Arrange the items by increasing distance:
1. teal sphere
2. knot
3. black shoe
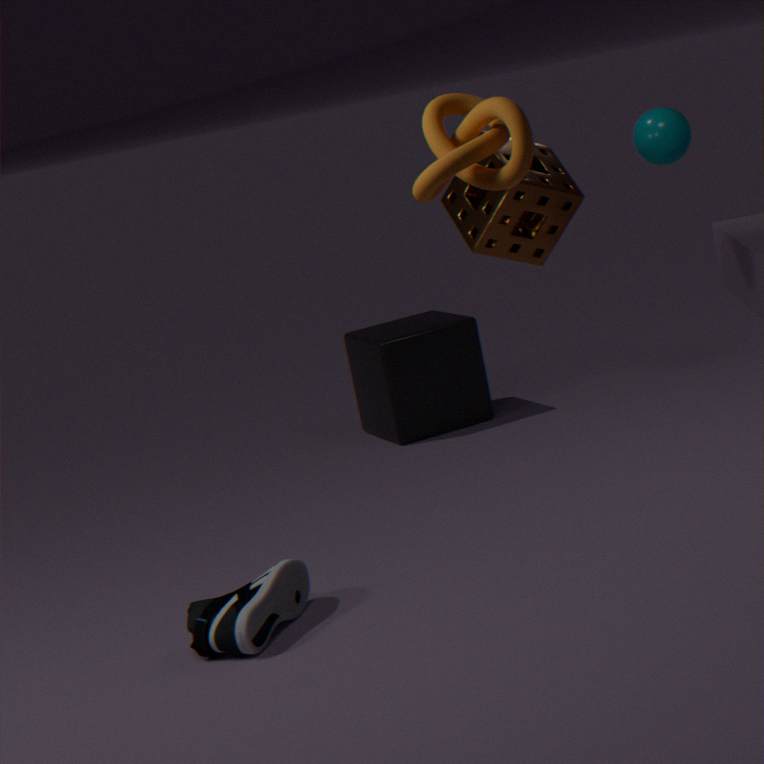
knot
black shoe
teal sphere
